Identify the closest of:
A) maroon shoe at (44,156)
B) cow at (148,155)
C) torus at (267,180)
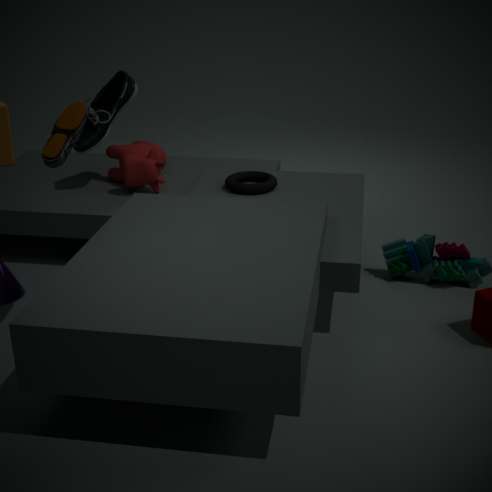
maroon shoe at (44,156)
